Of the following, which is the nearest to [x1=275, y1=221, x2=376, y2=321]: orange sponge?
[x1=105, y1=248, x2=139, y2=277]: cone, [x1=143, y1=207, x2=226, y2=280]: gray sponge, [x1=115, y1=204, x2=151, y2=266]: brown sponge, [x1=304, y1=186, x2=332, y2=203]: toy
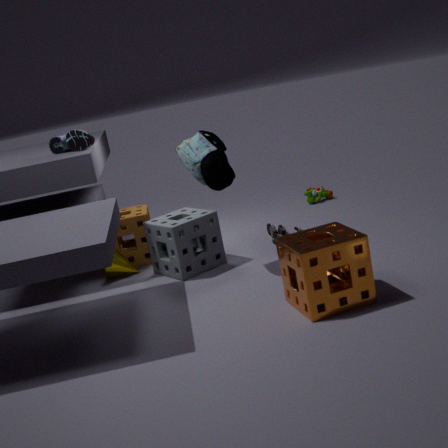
[x1=143, y1=207, x2=226, y2=280]: gray sponge
